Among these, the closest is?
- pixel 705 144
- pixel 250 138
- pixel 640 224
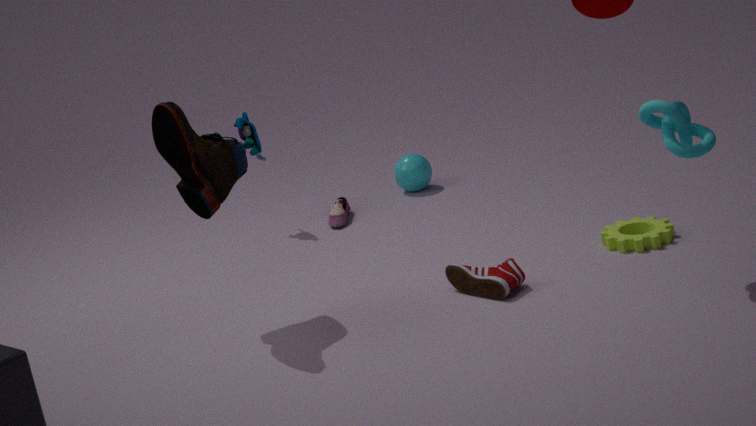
pixel 705 144
